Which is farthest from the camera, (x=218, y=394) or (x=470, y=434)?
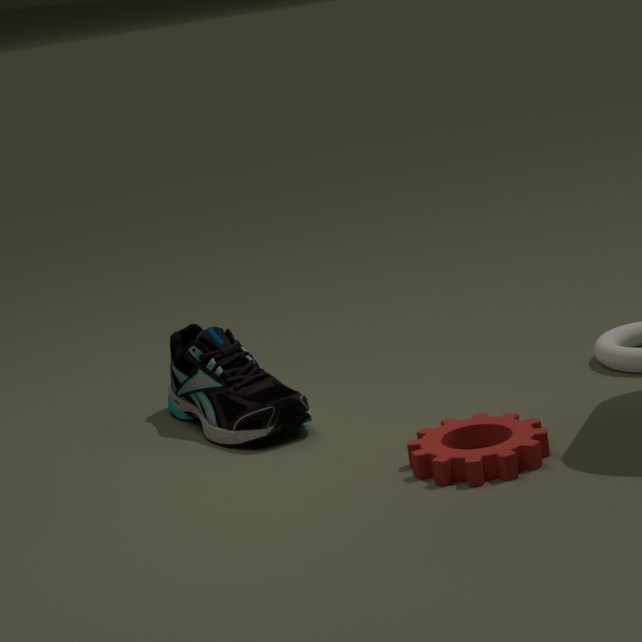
(x=218, y=394)
